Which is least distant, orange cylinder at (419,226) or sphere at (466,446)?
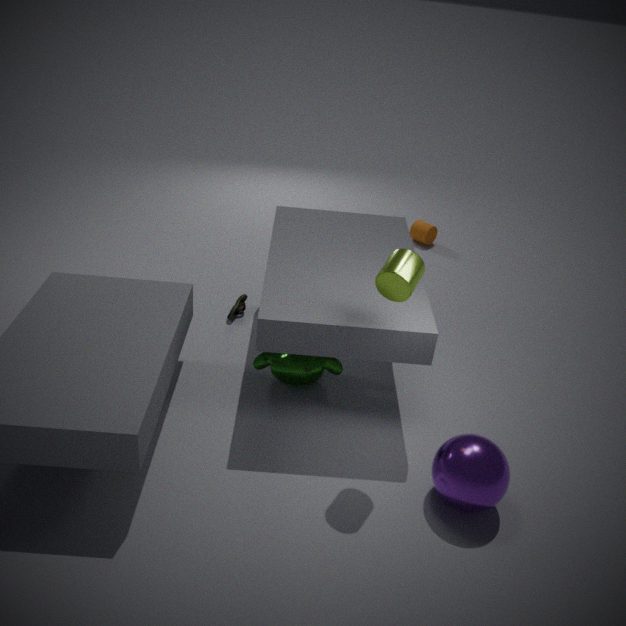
sphere at (466,446)
